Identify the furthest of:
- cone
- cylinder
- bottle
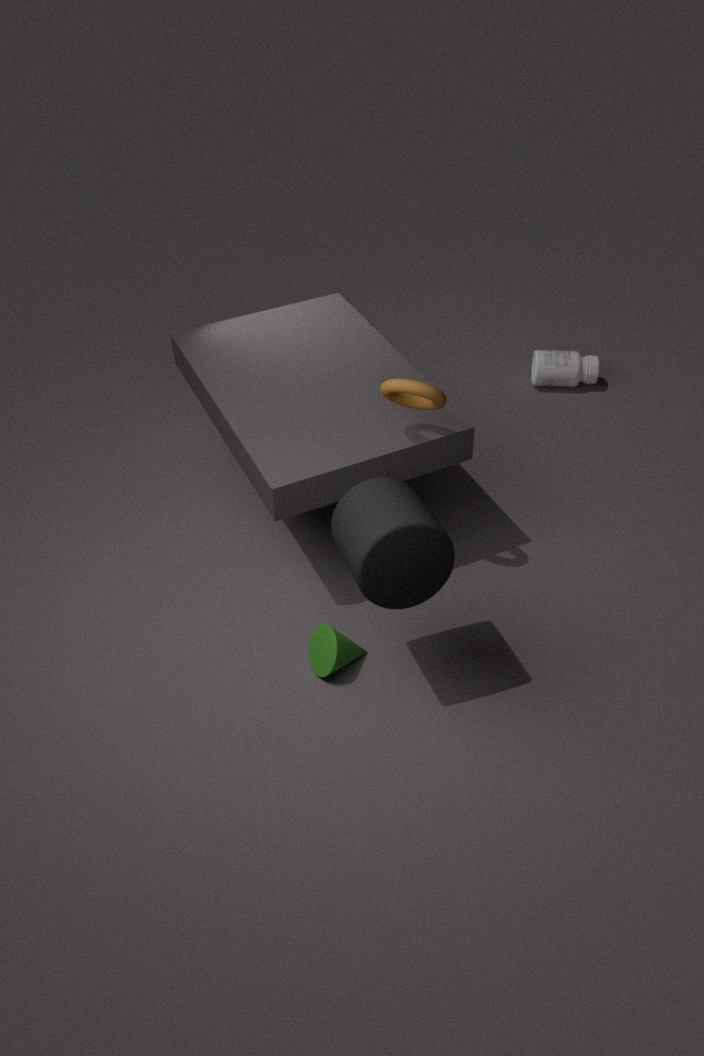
bottle
